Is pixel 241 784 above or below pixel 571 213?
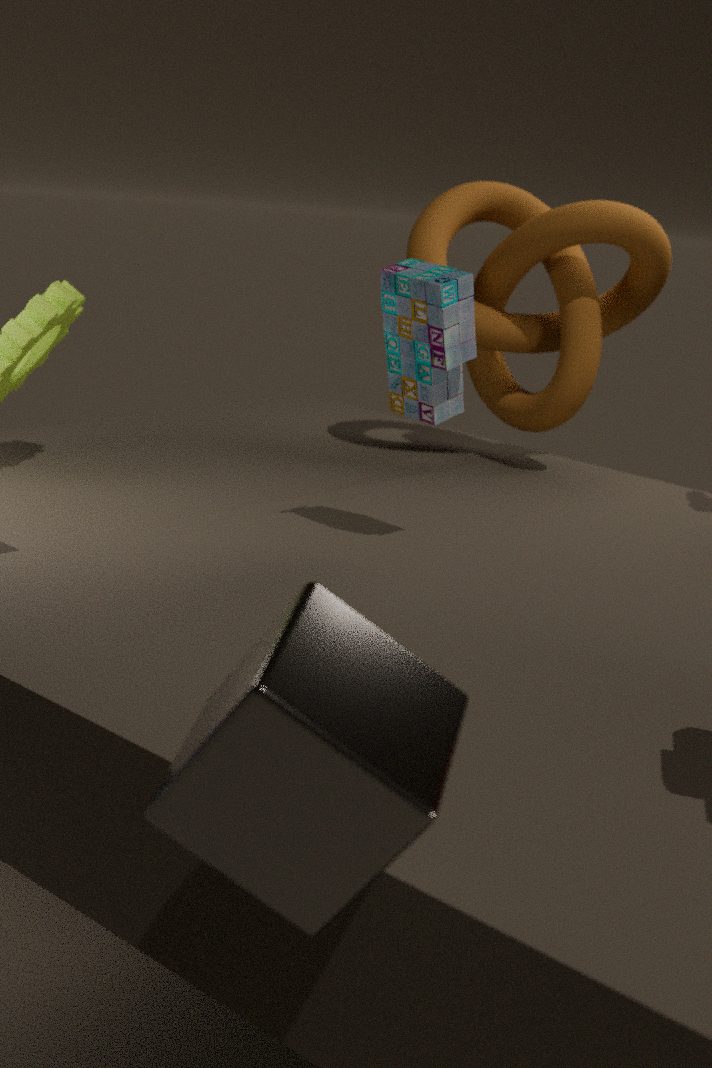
below
